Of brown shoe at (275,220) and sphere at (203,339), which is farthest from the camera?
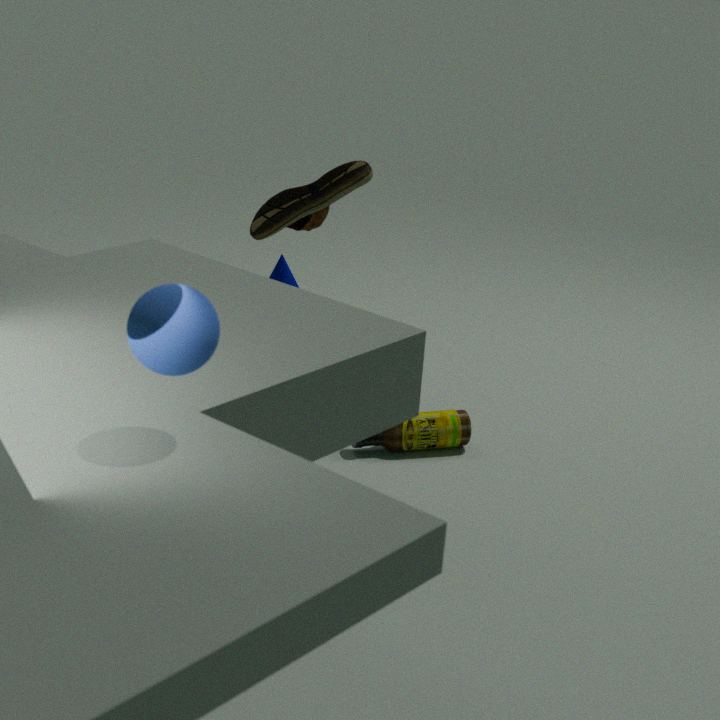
brown shoe at (275,220)
